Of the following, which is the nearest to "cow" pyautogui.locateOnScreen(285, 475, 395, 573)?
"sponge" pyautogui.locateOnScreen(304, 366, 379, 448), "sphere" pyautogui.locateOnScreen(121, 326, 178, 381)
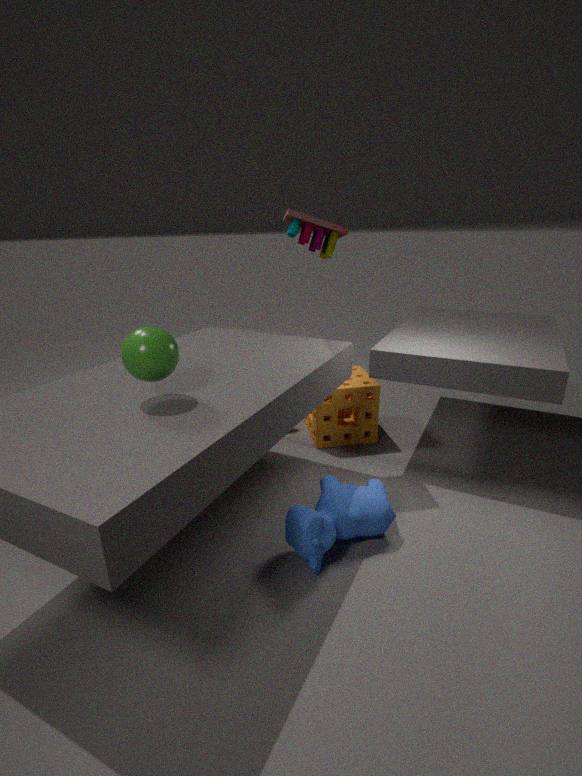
"sponge" pyautogui.locateOnScreen(304, 366, 379, 448)
